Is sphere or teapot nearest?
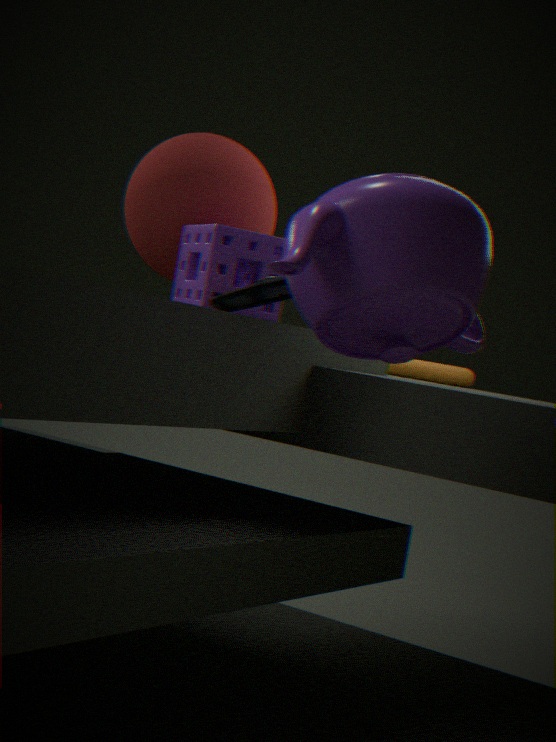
teapot
